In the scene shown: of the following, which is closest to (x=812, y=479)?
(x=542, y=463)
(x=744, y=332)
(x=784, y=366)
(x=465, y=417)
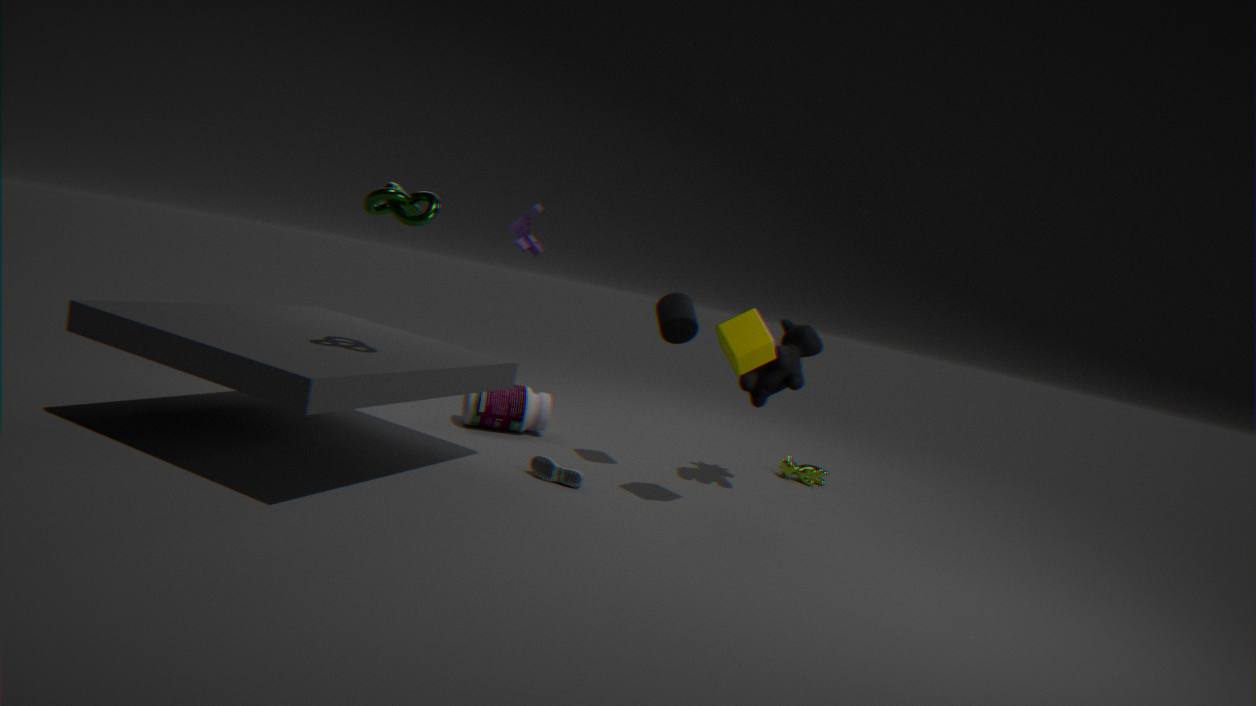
(x=784, y=366)
